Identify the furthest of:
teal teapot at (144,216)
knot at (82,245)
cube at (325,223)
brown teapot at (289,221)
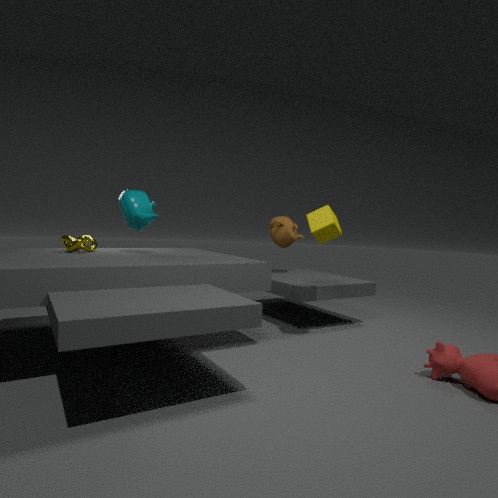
brown teapot at (289,221)
